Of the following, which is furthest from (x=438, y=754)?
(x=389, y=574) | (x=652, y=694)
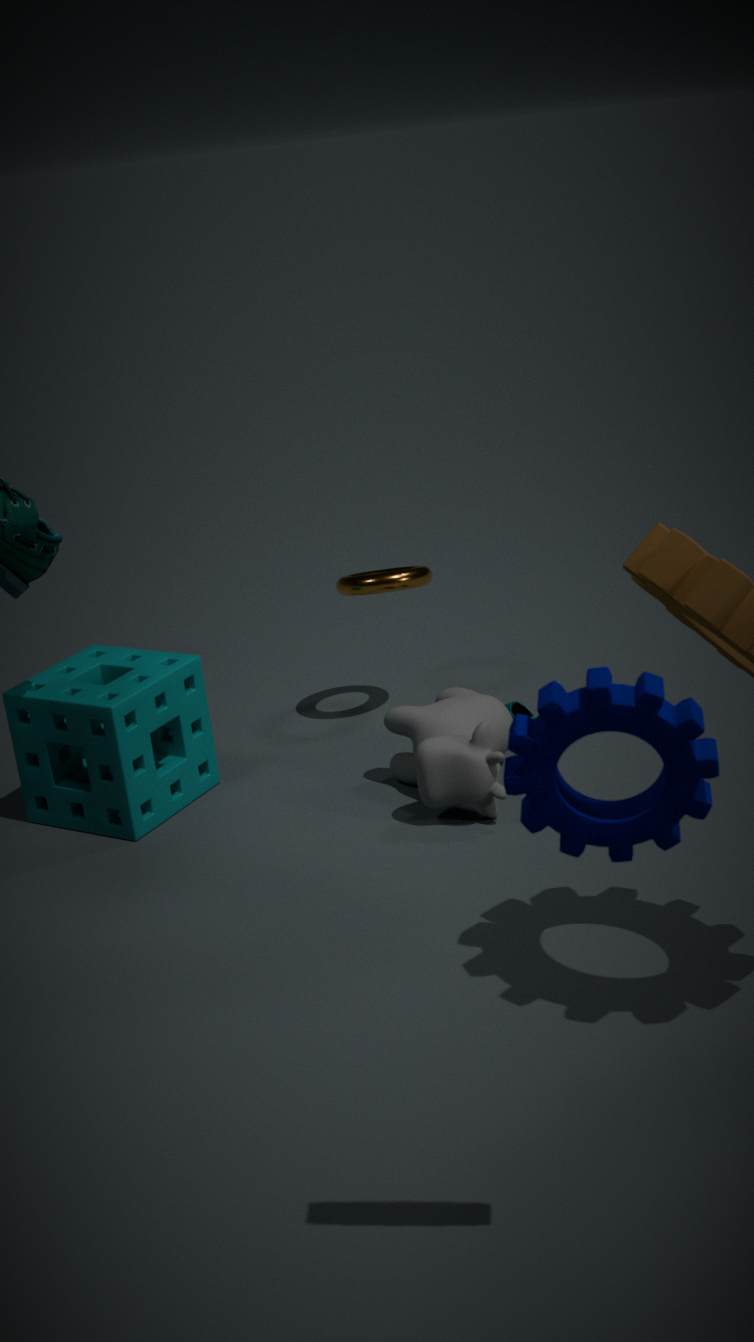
(x=652, y=694)
